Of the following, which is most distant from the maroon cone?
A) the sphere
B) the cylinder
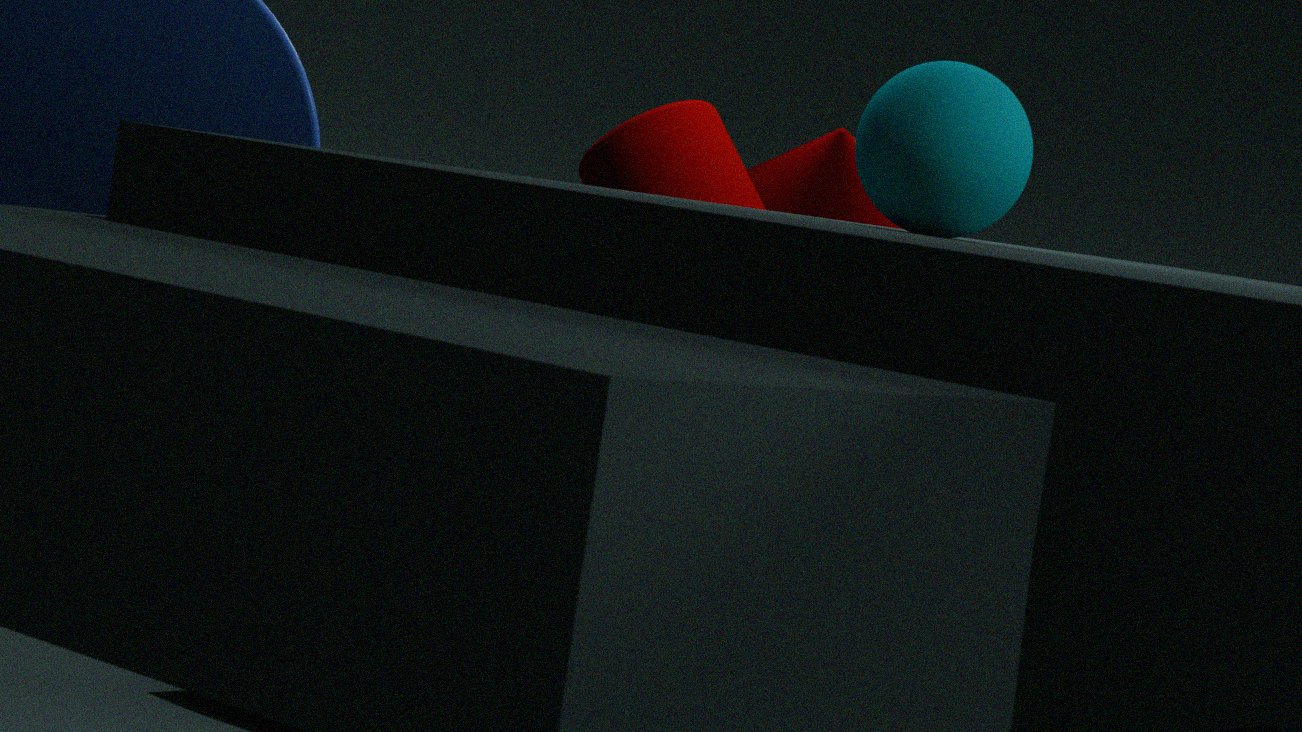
the sphere
